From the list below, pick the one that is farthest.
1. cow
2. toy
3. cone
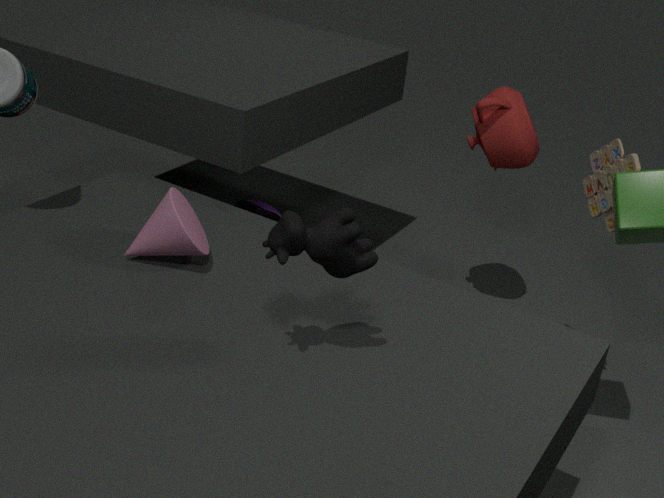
toy
